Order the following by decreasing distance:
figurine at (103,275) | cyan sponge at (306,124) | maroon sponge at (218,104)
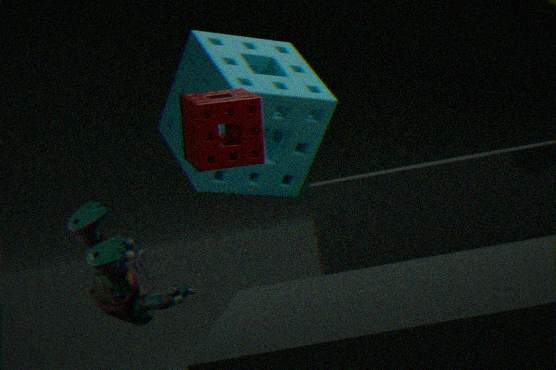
cyan sponge at (306,124), maroon sponge at (218,104), figurine at (103,275)
